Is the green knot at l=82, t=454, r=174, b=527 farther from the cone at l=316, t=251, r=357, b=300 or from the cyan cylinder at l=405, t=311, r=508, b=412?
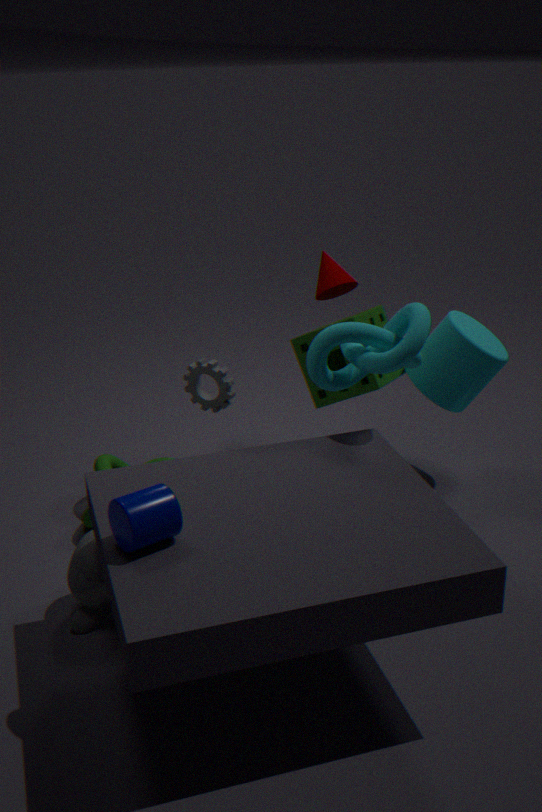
the cyan cylinder at l=405, t=311, r=508, b=412
